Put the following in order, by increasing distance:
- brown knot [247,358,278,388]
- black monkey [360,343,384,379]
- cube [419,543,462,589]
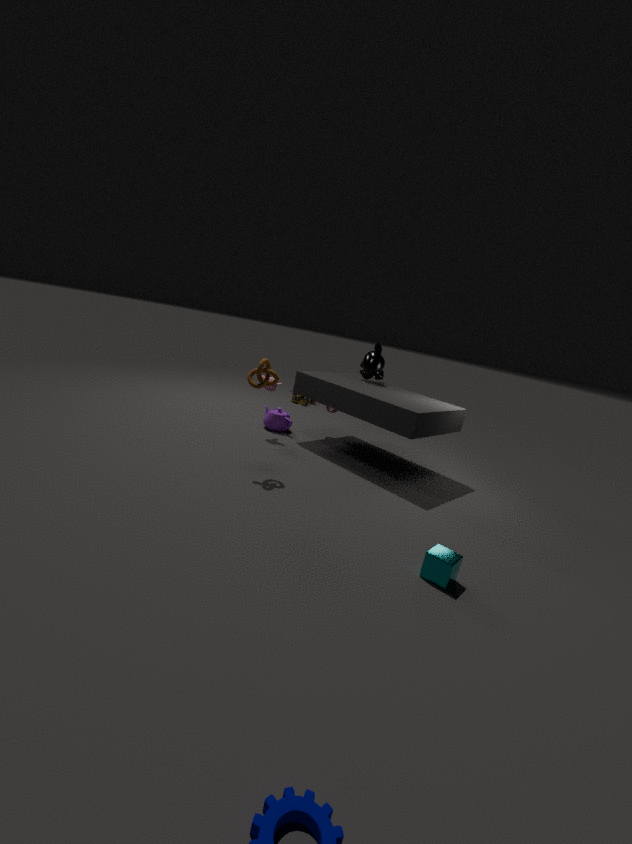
cube [419,543,462,589]
brown knot [247,358,278,388]
black monkey [360,343,384,379]
